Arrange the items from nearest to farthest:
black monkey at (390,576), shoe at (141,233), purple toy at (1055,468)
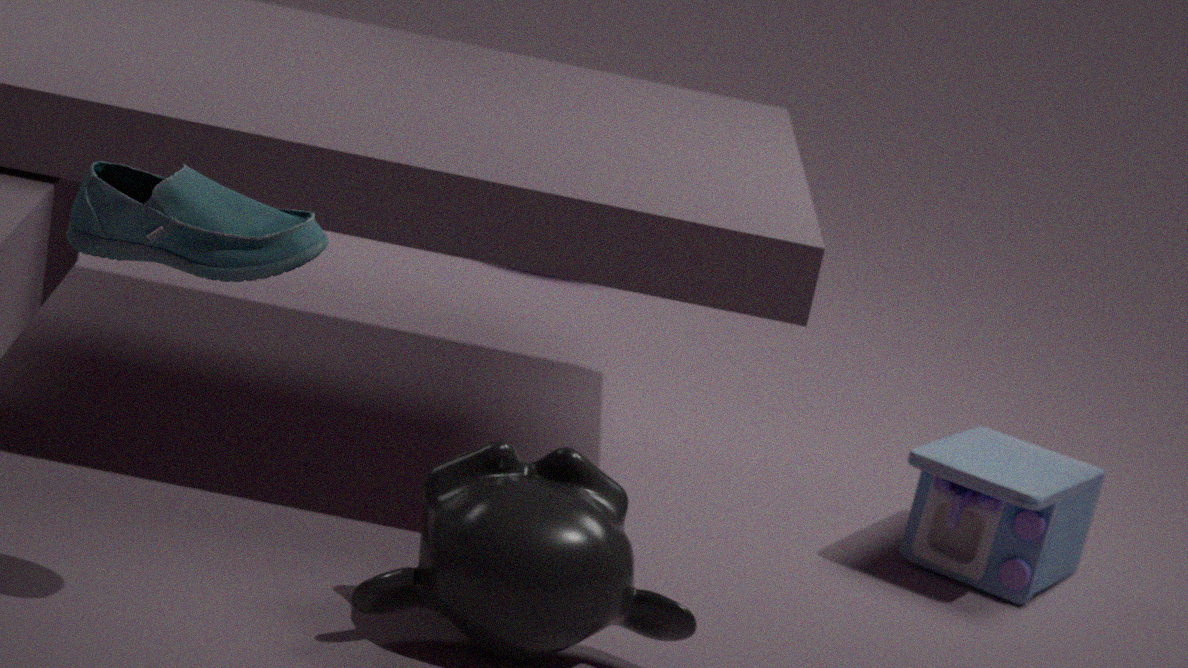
1. shoe at (141,233)
2. black monkey at (390,576)
3. purple toy at (1055,468)
